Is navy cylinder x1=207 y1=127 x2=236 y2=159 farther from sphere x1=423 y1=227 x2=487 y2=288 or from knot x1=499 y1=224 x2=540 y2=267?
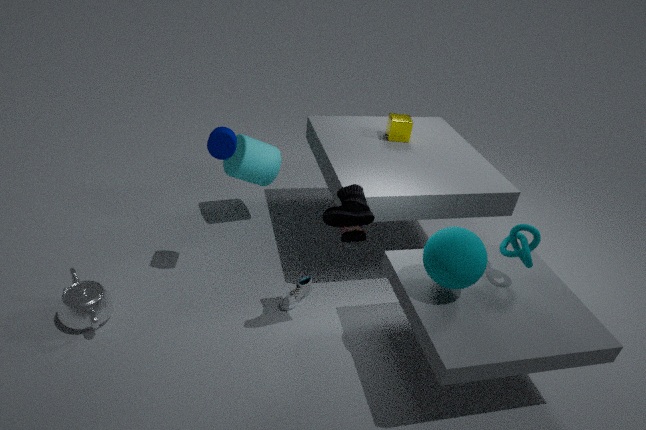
knot x1=499 y1=224 x2=540 y2=267
